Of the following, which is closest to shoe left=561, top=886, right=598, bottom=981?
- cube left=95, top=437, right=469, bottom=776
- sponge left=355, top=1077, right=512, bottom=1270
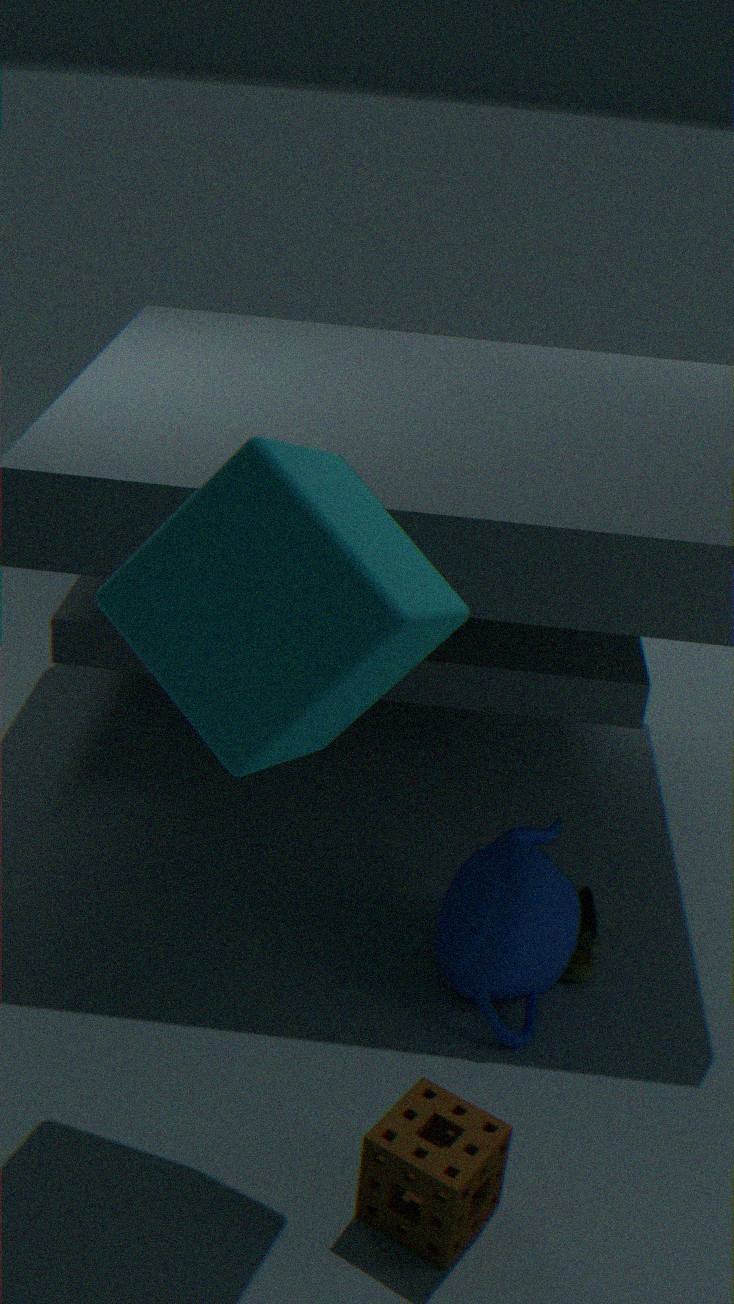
sponge left=355, top=1077, right=512, bottom=1270
